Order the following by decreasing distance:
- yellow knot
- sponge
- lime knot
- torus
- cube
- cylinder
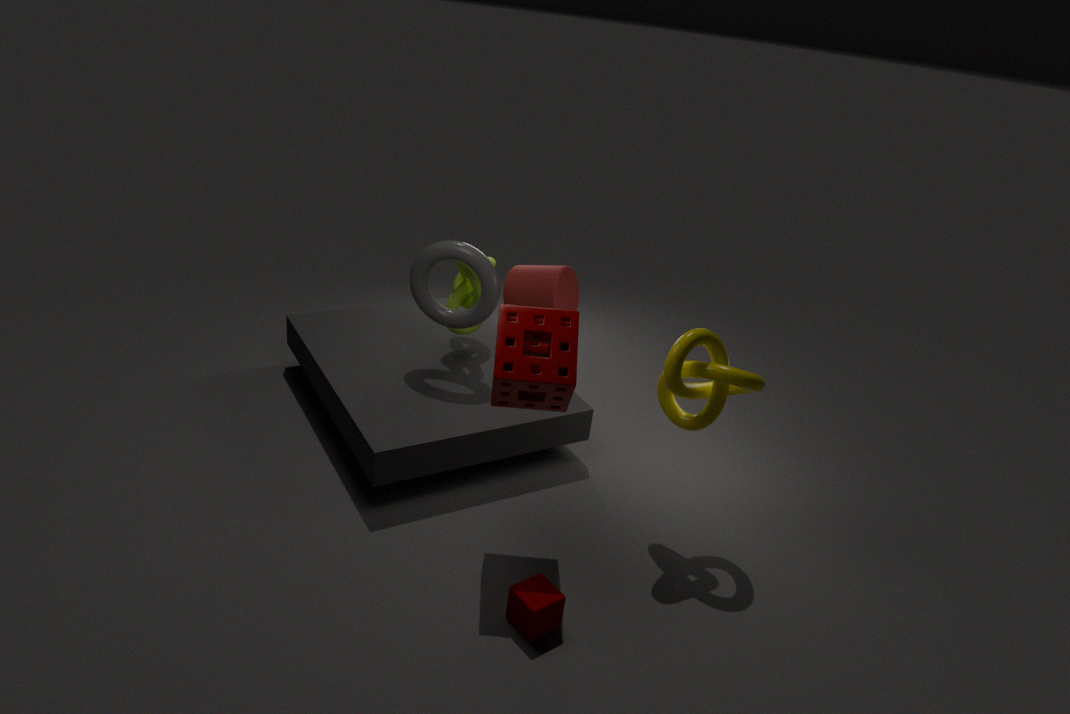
cylinder → lime knot → torus → yellow knot → sponge → cube
